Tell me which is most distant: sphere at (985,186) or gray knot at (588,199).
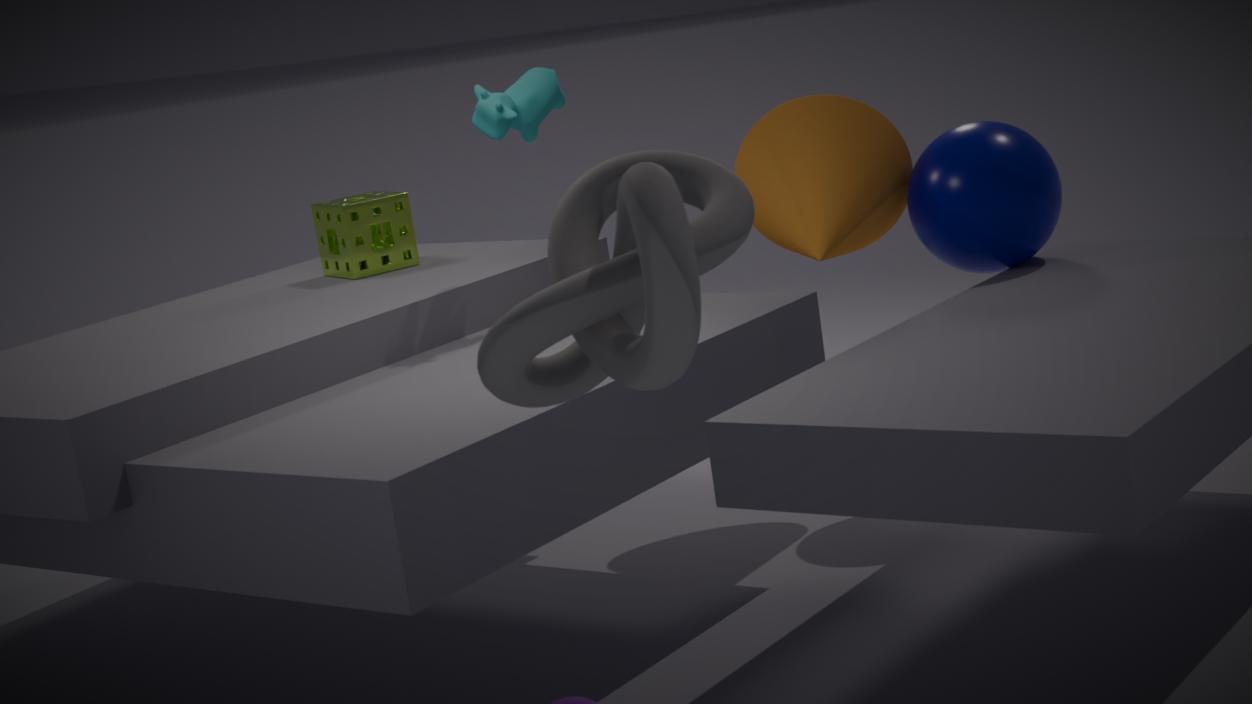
sphere at (985,186)
